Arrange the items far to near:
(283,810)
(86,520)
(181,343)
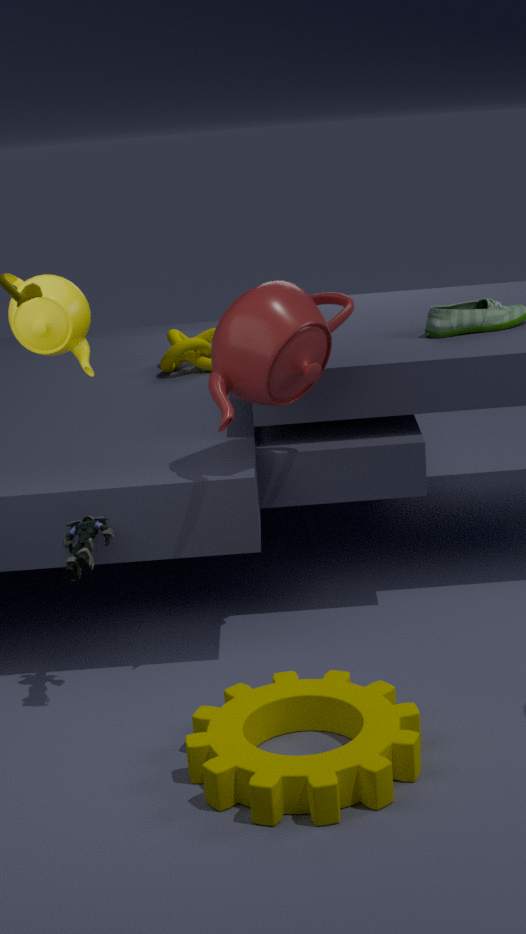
1. (181,343)
2. (86,520)
3. (283,810)
